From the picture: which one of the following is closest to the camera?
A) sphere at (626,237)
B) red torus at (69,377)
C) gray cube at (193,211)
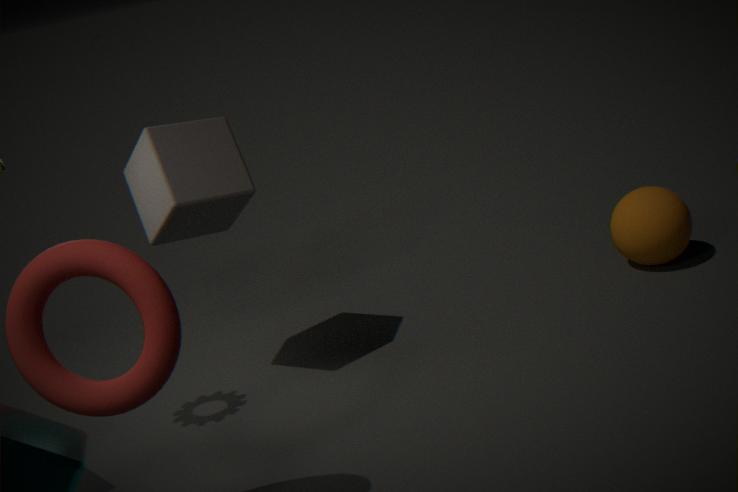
red torus at (69,377)
